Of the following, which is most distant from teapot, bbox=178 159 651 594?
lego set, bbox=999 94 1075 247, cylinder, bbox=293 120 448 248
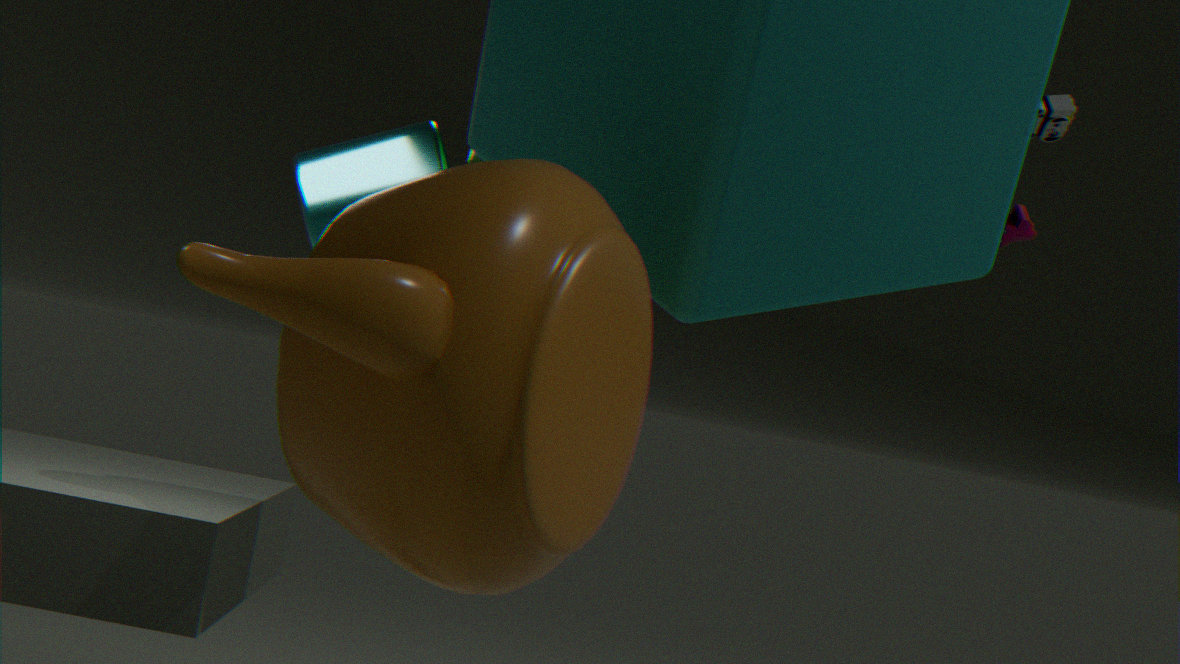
lego set, bbox=999 94 1075 247
